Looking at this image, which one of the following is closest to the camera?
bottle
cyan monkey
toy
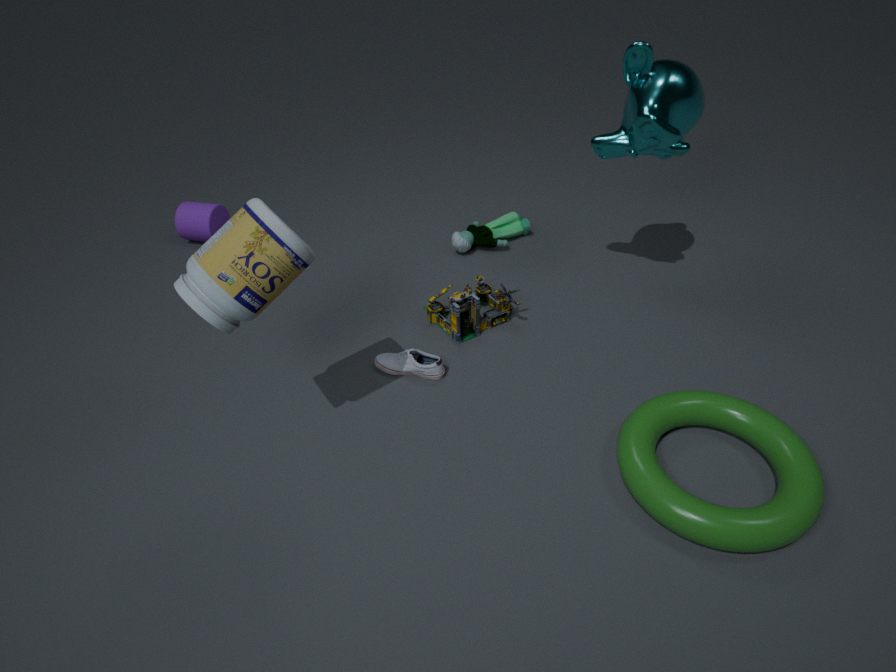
bottle
